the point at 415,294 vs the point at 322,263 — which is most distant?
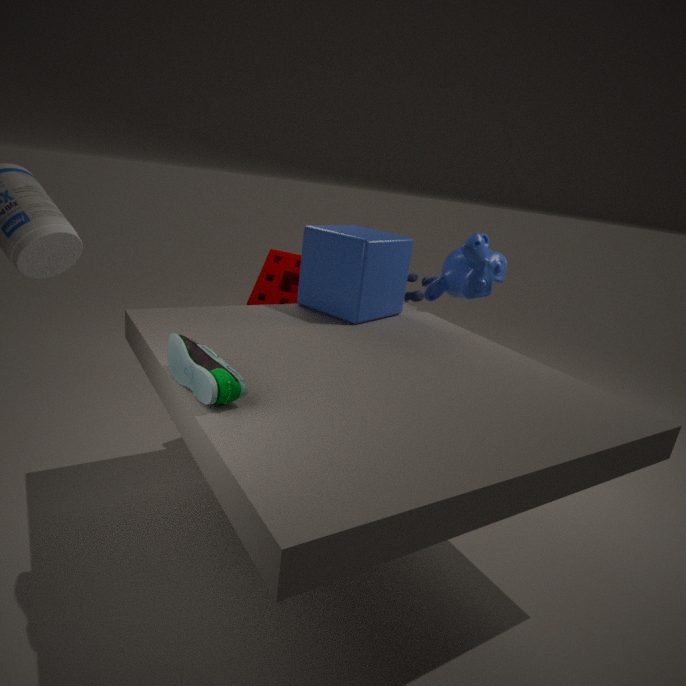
the point at 415,294
